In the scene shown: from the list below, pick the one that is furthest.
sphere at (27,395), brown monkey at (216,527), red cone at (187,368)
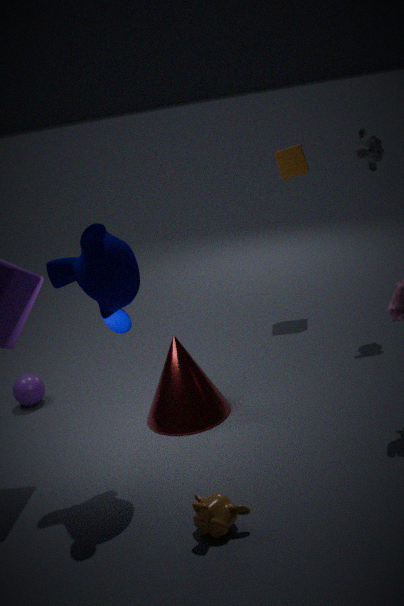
sphere at (27,395)
